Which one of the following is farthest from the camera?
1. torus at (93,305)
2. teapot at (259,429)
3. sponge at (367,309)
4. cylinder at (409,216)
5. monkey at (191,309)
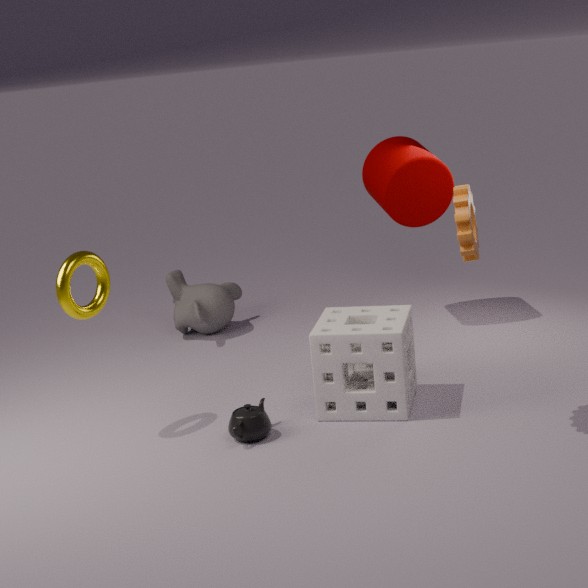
monkey at (191,309)
